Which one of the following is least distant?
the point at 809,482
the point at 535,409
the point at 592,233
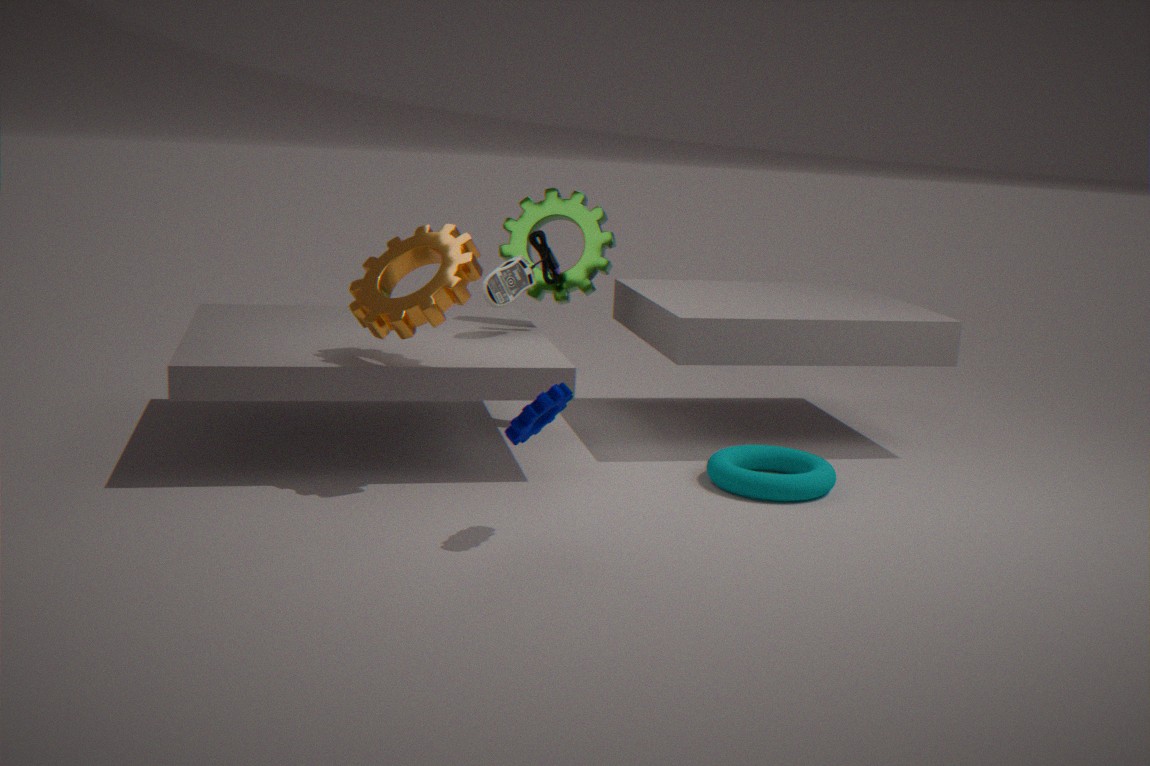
the point at 535,409
